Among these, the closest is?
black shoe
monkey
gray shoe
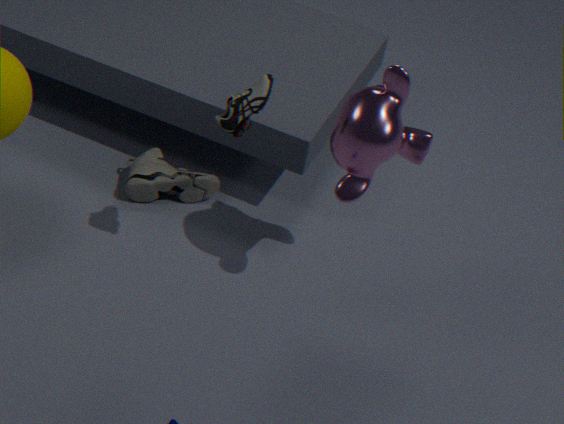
black shoe
